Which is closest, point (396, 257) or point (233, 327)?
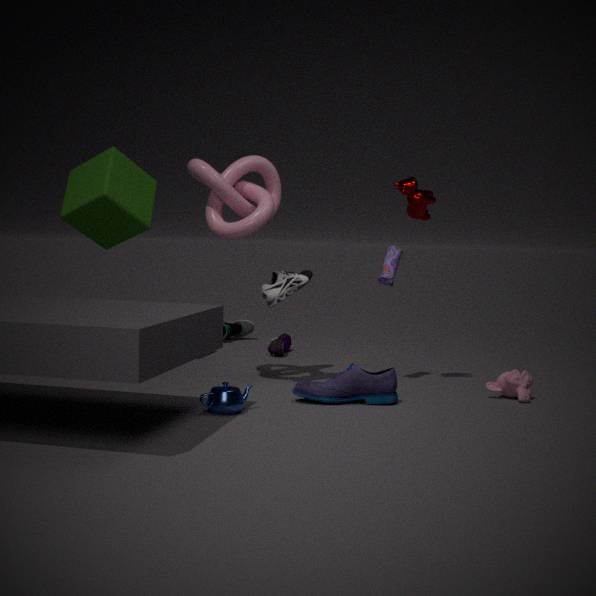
point (396, 257)
